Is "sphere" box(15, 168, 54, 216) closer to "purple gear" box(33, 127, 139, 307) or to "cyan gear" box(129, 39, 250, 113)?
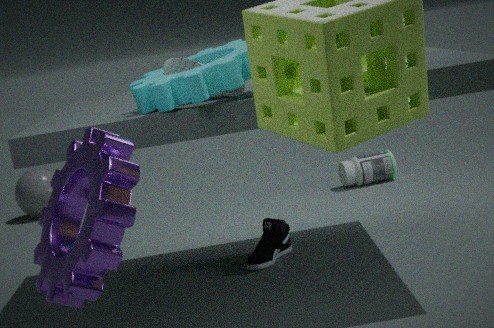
"cyan gear" box(129, 39, 250, 113)
